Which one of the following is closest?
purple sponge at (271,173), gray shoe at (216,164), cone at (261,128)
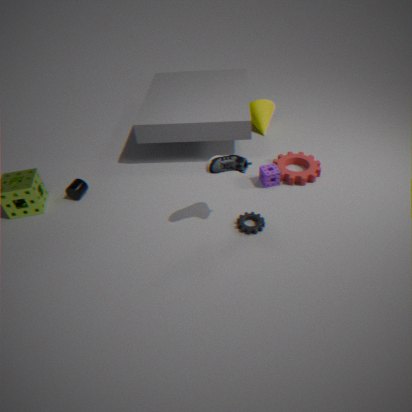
gray shoe at (216,164)
